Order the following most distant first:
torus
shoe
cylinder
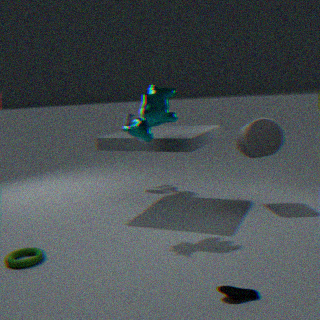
1. cylinder
2. torus
3. shoe
